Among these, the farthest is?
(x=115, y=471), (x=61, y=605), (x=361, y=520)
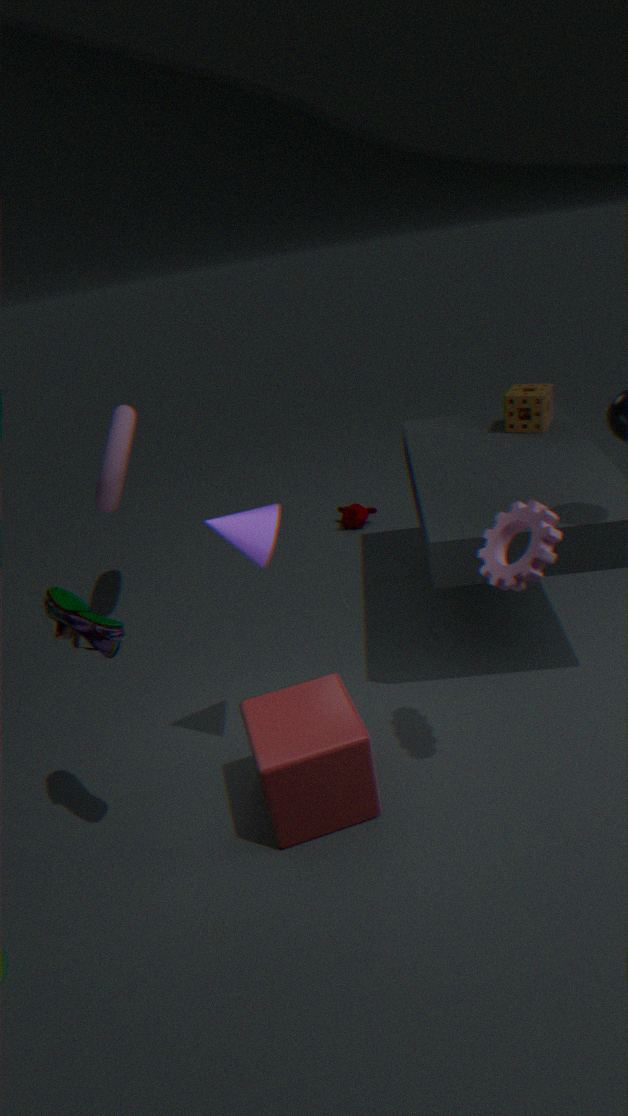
(x=361, y=520)
